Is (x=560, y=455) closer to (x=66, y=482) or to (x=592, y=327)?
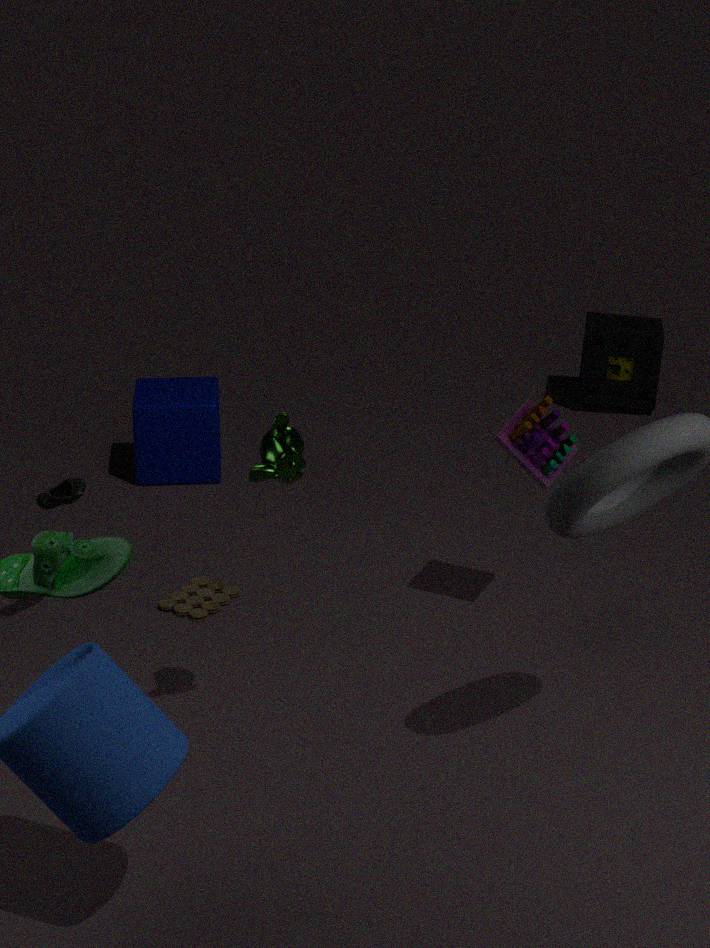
(x=66, y=482)
